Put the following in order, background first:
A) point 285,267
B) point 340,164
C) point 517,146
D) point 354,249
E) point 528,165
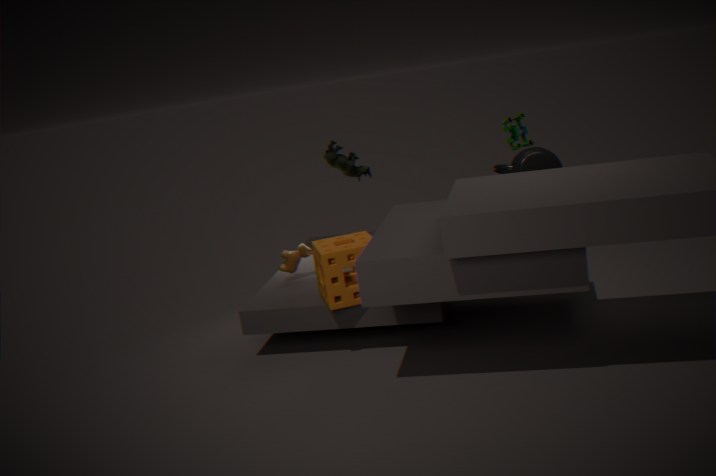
1. point 340,164
2. point 285,267
3. point 517,146
4. point 354,249
5. point 528,165
